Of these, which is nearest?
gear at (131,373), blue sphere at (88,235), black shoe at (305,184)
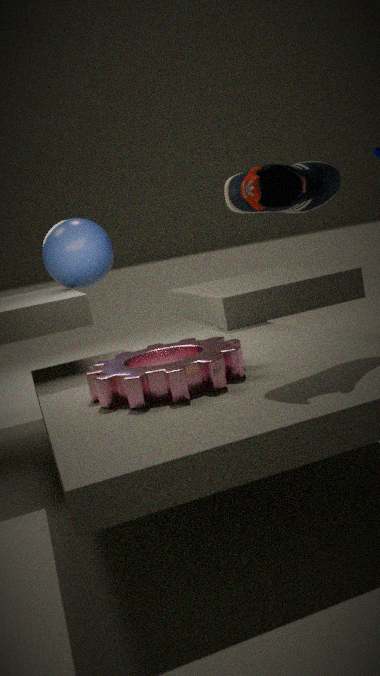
gear at (131,373)
